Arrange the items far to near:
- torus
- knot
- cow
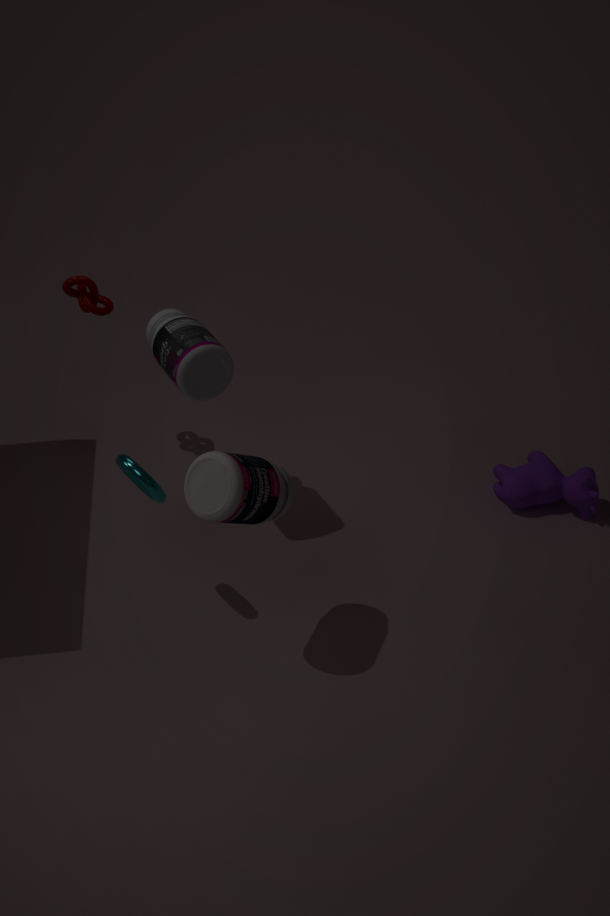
knot → cow → torus
